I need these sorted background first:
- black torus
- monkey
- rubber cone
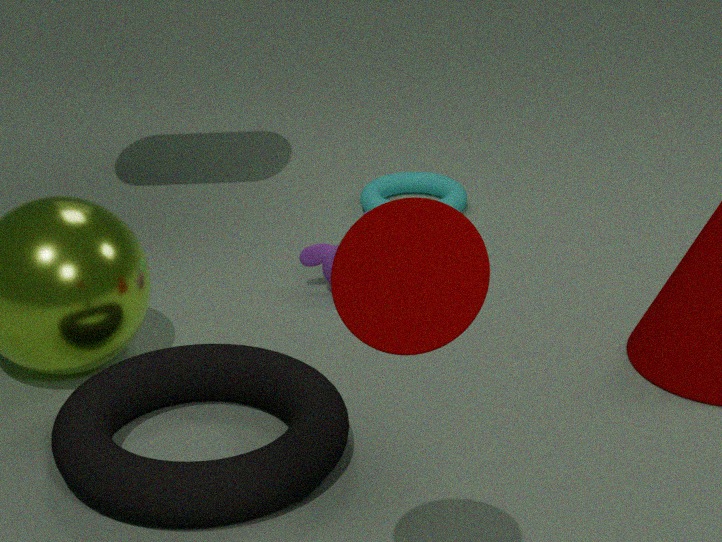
monkey → black torus → rubber cone
